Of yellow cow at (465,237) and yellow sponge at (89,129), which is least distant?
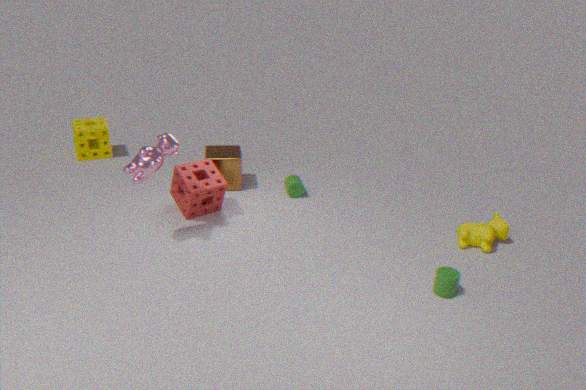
yellow cow at (465,237)
